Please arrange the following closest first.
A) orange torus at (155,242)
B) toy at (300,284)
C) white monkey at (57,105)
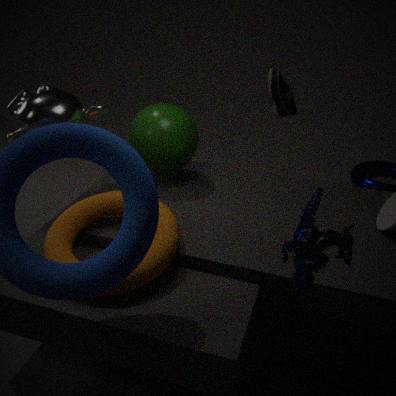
1. toy at (300,284)
2. orange torus at (155,242)
3. white monkey at (57,105)
